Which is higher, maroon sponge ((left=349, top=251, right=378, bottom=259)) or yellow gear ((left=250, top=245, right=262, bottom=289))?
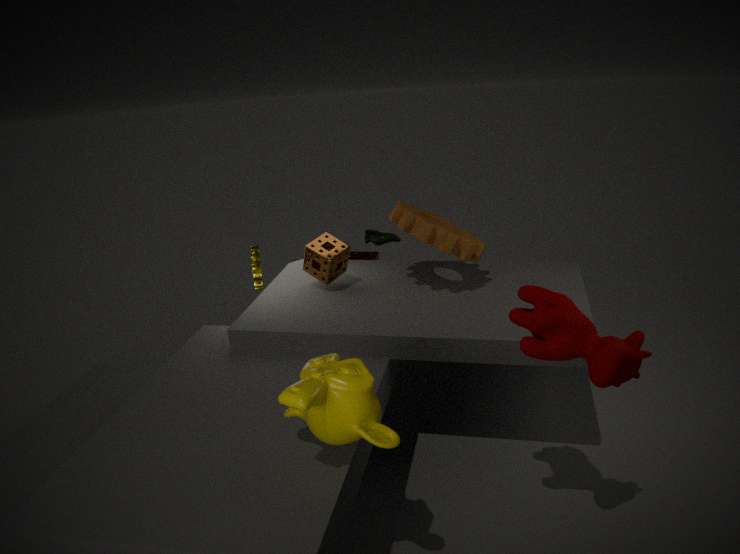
yellow gear ((left=250, top=245, right=262, bottom=289))
